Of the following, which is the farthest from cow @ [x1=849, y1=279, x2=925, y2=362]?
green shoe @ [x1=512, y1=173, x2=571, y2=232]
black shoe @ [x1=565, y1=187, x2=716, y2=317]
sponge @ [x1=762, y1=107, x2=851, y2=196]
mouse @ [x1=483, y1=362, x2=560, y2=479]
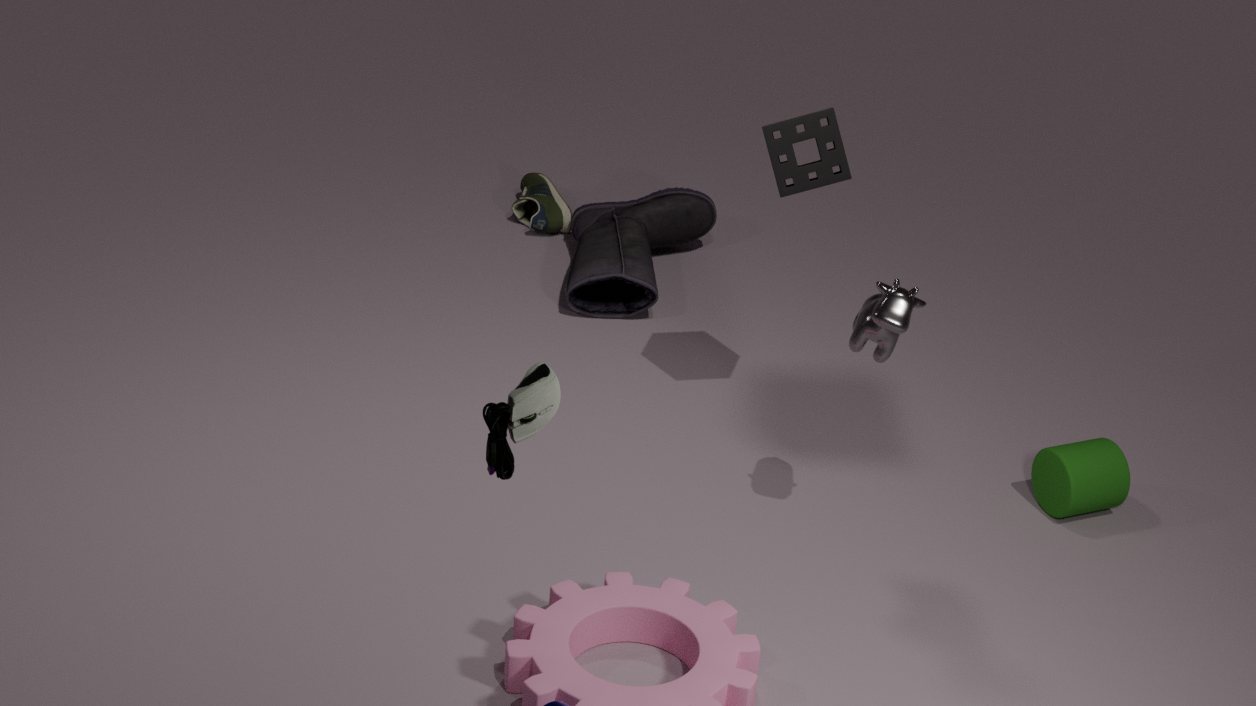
green shoe @ [x1=512, y1=173, x2=571, y2=232]
